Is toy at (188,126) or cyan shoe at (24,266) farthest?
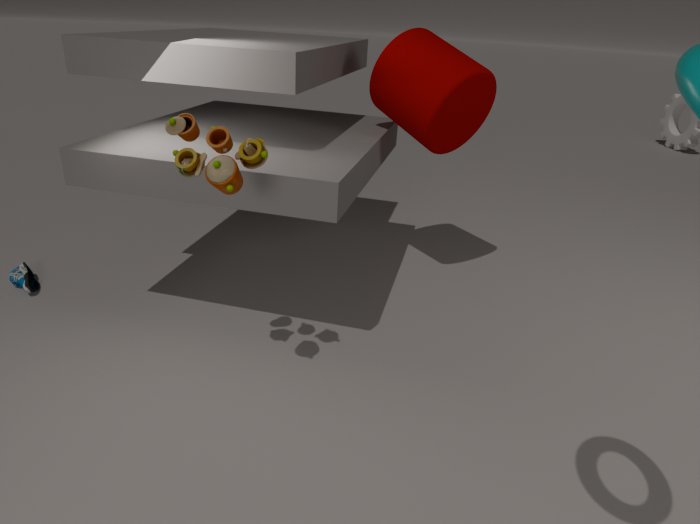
cyan shoe at (24,266)
